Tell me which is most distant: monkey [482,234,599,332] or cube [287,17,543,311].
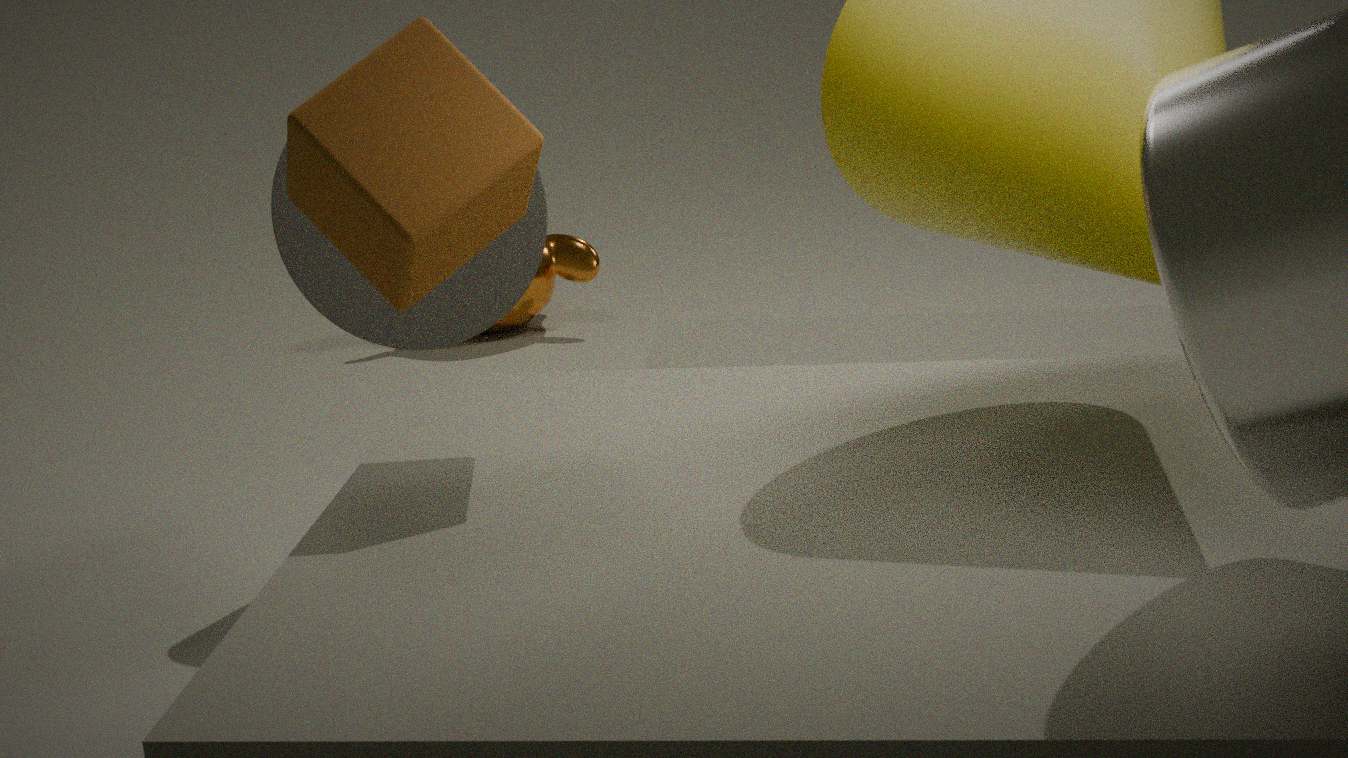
monkey [482,234,599,332]
